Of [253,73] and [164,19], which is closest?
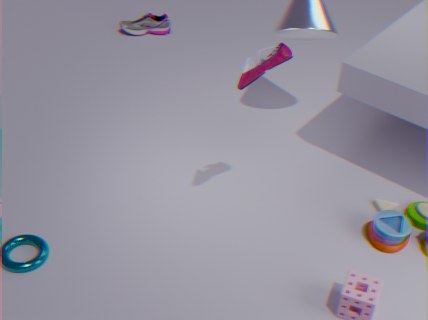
[253,73]
